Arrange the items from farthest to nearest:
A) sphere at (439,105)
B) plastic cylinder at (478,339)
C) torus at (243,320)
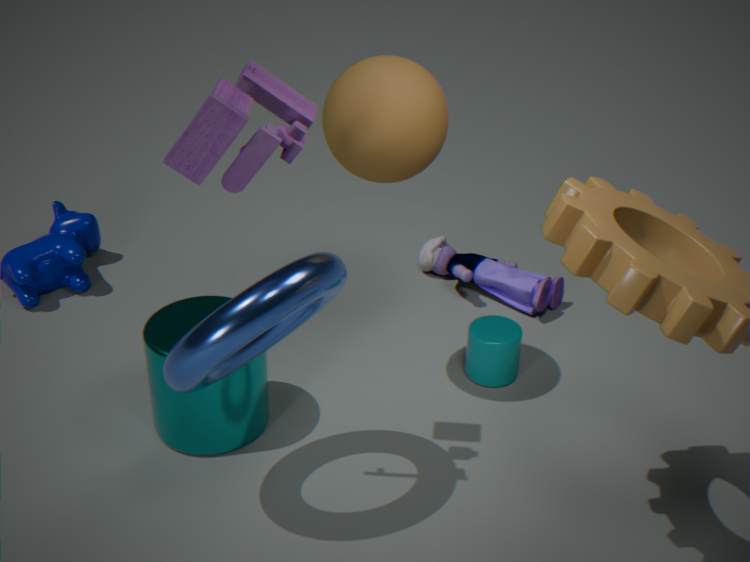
plastic cylinder at (478,339)
sphere at (439,105)
torus at (243,320)
